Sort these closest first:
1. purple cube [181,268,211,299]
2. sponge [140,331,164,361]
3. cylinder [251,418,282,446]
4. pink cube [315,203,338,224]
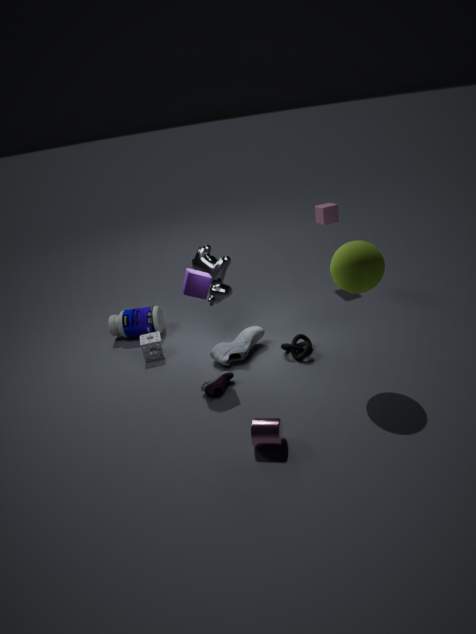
1. cylinder [251,418,282,446]
2. purple cube [181,268,211,299]
3. sponge [140,331,164,361]
4. pink cube [315,203,338,224]
